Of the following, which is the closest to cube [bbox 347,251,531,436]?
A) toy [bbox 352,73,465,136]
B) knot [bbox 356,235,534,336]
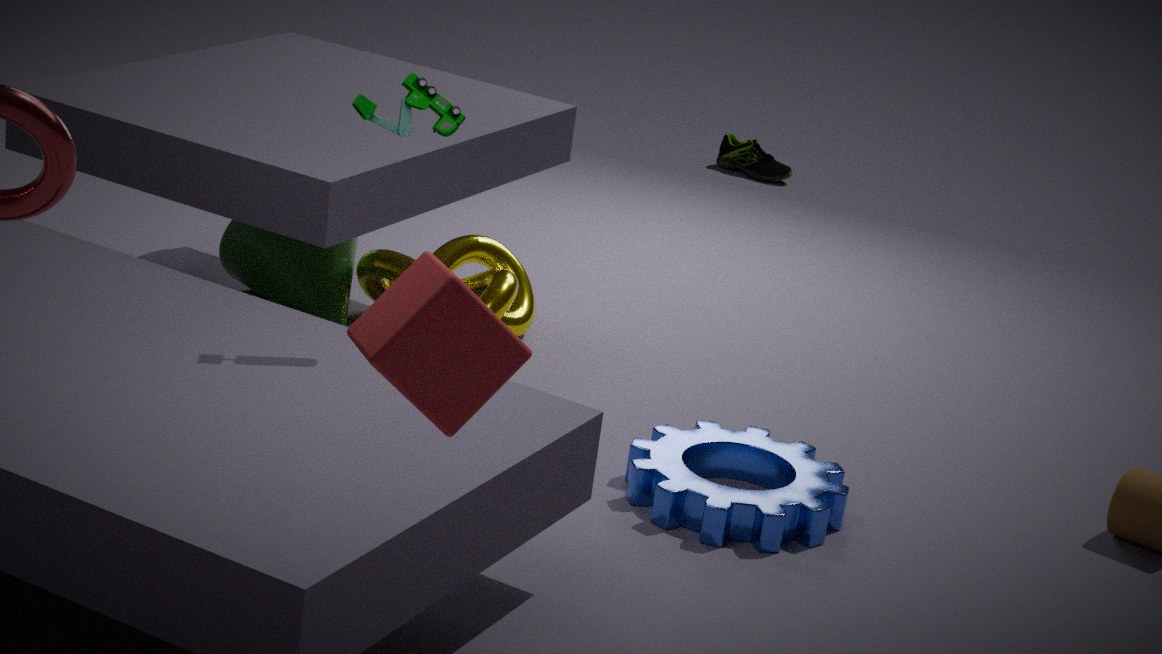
toy [bbox 352,73,465,136]
